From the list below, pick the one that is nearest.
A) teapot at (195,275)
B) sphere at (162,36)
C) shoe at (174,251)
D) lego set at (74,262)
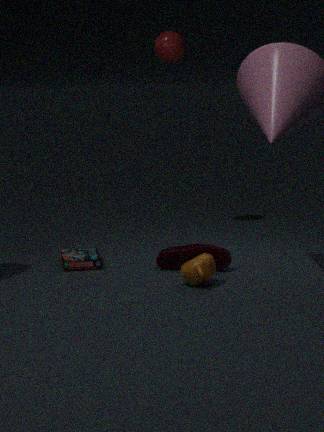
teapot at (195,275)
